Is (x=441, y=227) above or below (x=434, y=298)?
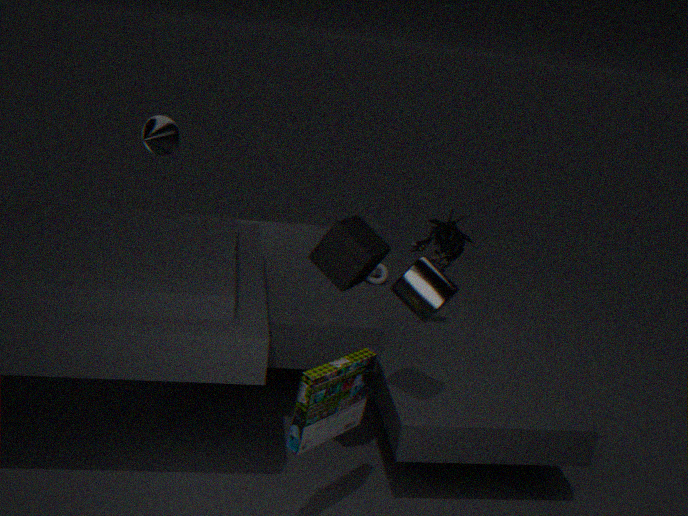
below
